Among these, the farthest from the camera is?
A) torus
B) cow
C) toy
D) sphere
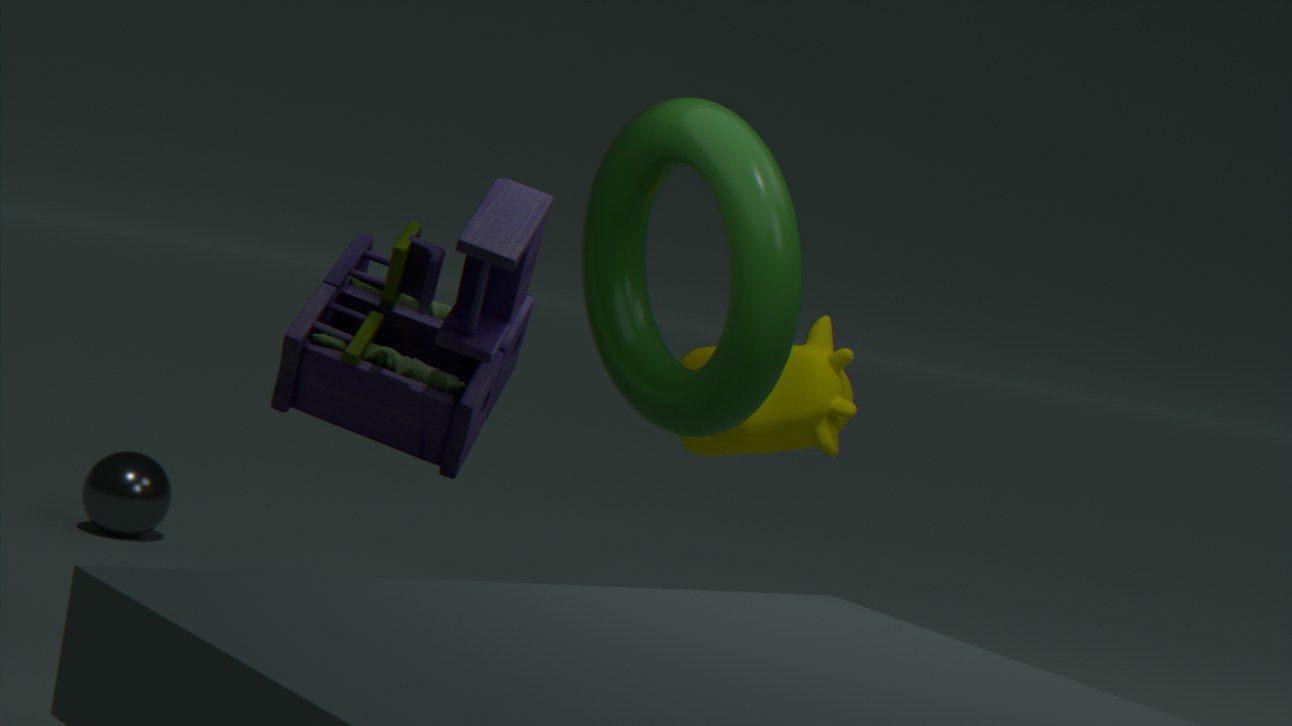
sphere
